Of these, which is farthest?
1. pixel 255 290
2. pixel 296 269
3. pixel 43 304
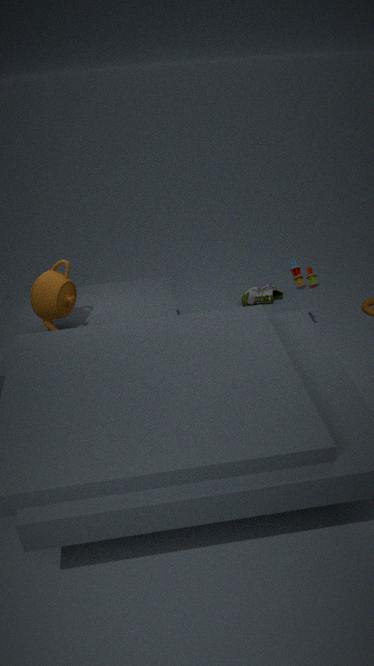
pixel 255 290
